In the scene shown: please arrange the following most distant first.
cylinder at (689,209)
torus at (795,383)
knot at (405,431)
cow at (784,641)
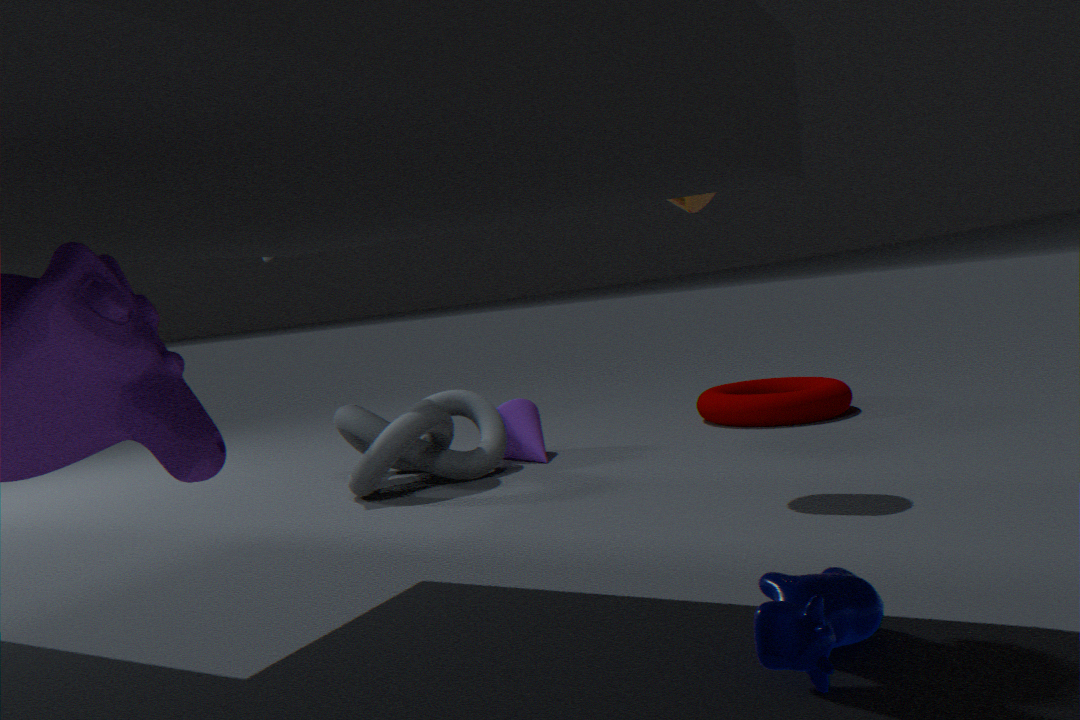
torus at (795,383), knot at (405,431), cylinder at (689,209), cow at (784,641)
